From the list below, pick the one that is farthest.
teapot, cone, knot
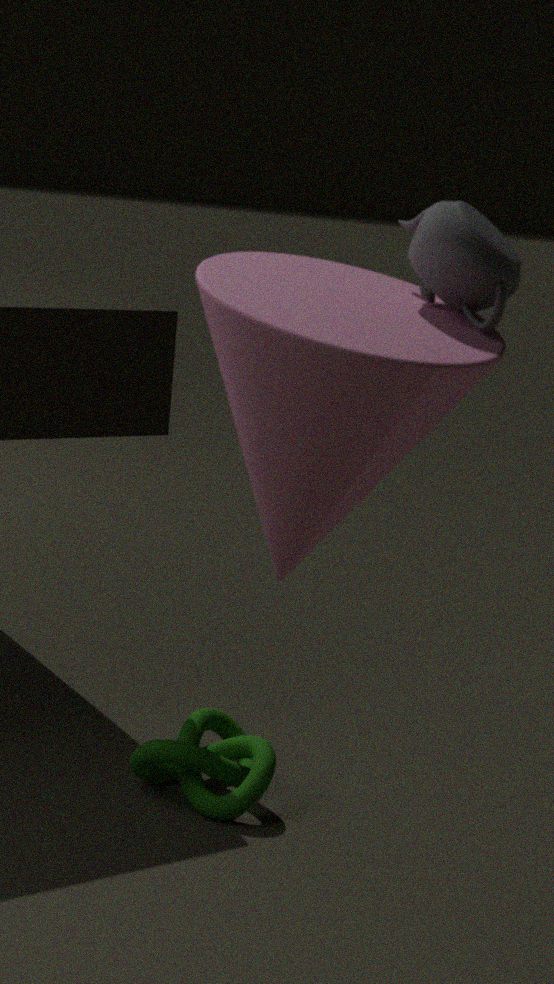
knot
